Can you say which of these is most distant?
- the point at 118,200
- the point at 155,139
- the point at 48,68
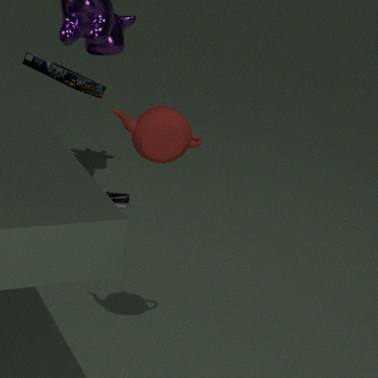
the point at 118,200
